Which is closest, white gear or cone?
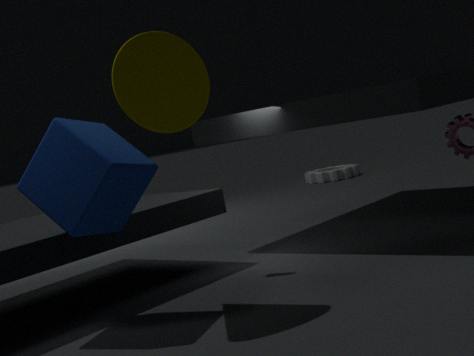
cone
